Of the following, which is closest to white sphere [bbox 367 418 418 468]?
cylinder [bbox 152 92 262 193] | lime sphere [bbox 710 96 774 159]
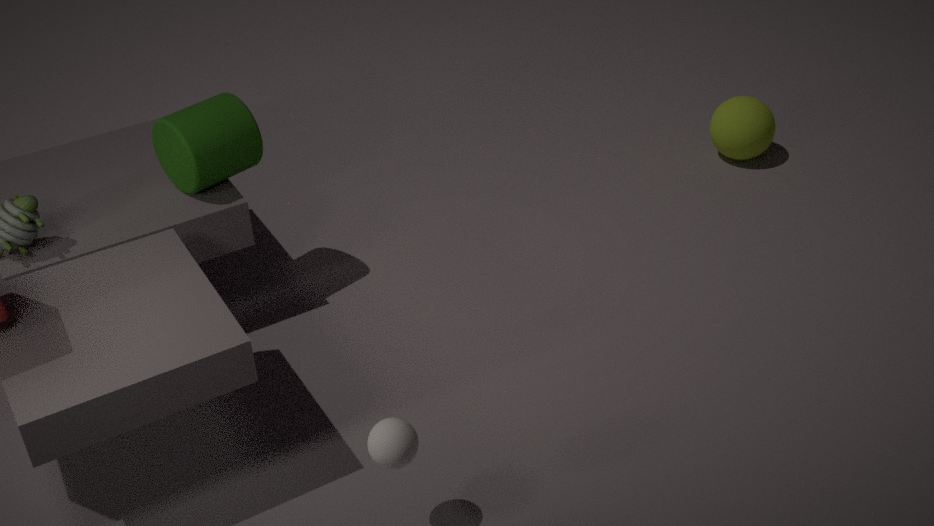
cylinder [bbox 152 92 262 193]
